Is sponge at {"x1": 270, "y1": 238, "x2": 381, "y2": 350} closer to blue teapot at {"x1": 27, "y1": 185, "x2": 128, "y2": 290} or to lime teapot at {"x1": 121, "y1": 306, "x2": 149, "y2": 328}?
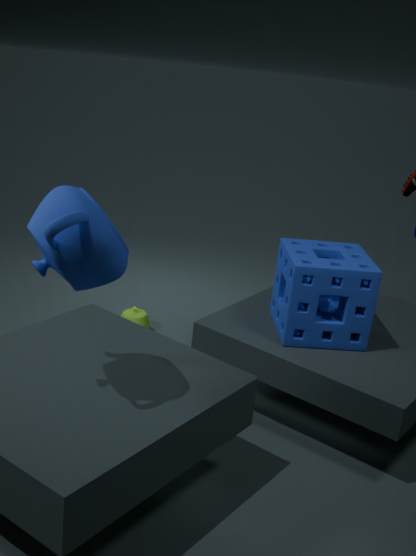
lime teapot at {"x1": 121, "y1": 306, "x2": 149, "y2": 328}
